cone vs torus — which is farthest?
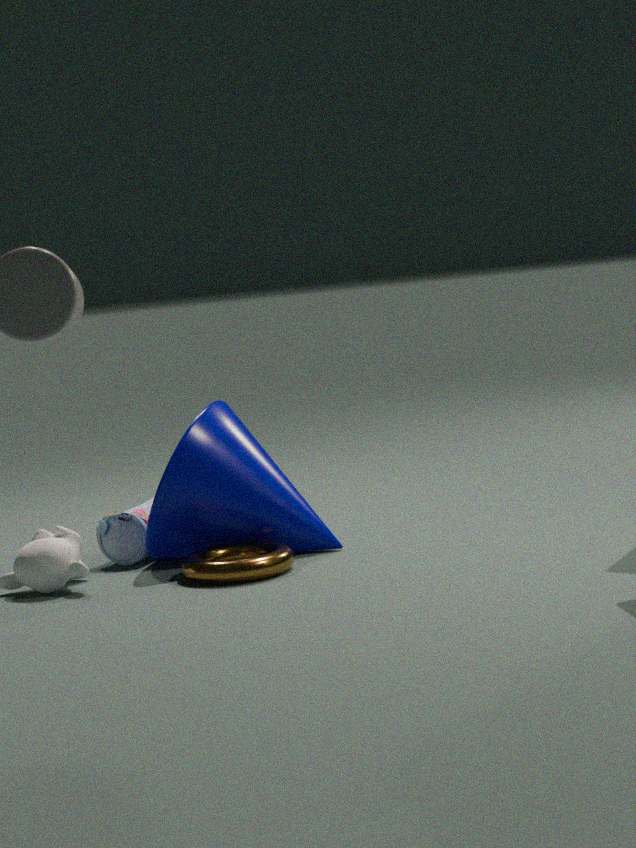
cone
